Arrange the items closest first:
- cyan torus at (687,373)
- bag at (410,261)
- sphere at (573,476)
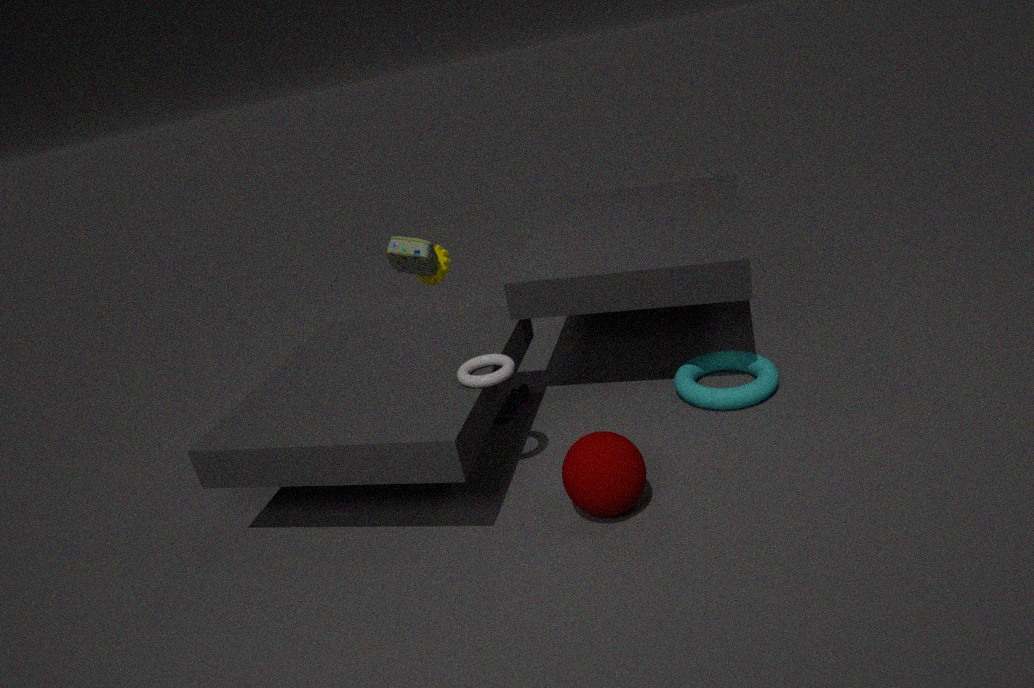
sphere at (573,476)
cyan torus at (687,373)
bag at (410,261)
